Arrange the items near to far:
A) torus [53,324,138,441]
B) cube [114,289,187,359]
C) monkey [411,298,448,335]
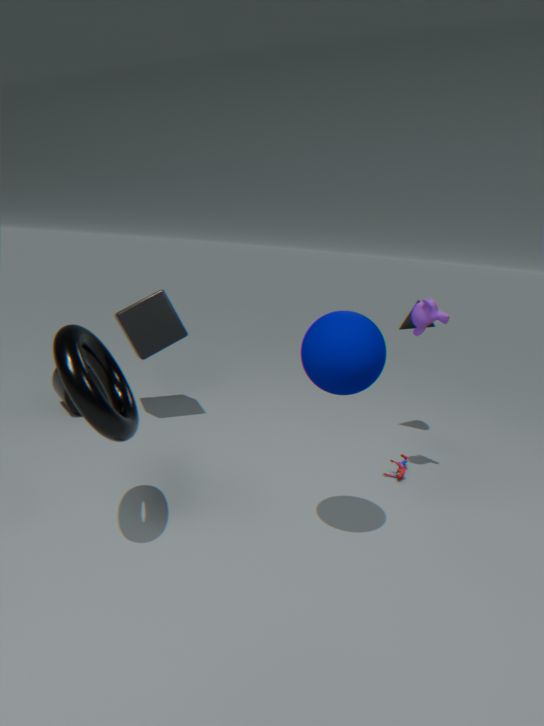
1. torus [53,324,138,441]
2. monkey [411,298,448,335]
3. cube [114,289,187,359]
